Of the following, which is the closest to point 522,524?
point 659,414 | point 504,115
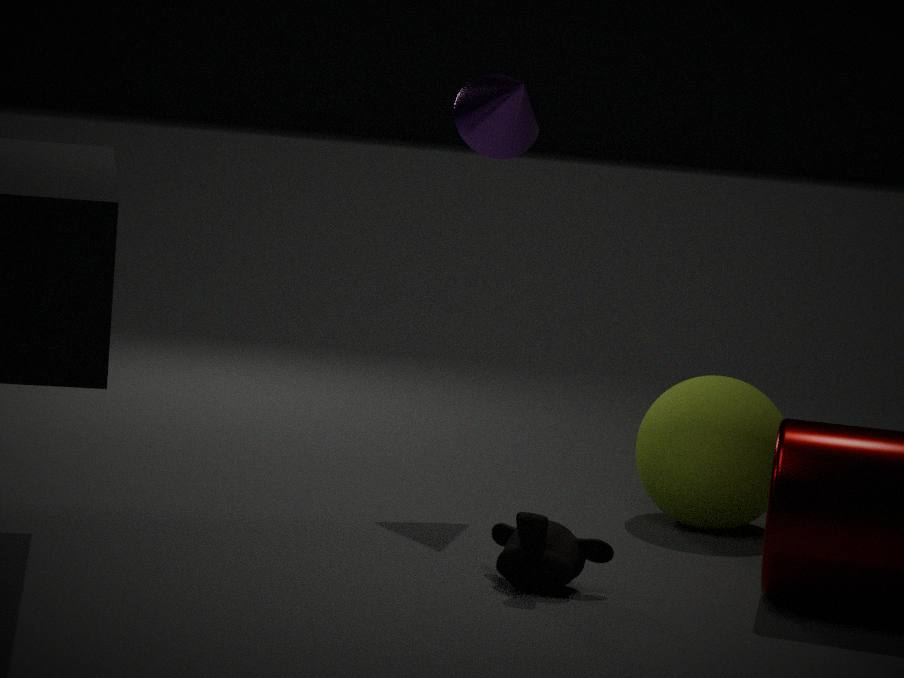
point 659,414
